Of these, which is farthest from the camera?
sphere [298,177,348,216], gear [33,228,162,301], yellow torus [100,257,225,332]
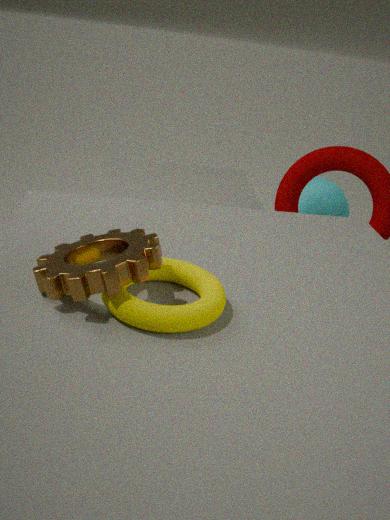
sphere [298,177,348,216]
